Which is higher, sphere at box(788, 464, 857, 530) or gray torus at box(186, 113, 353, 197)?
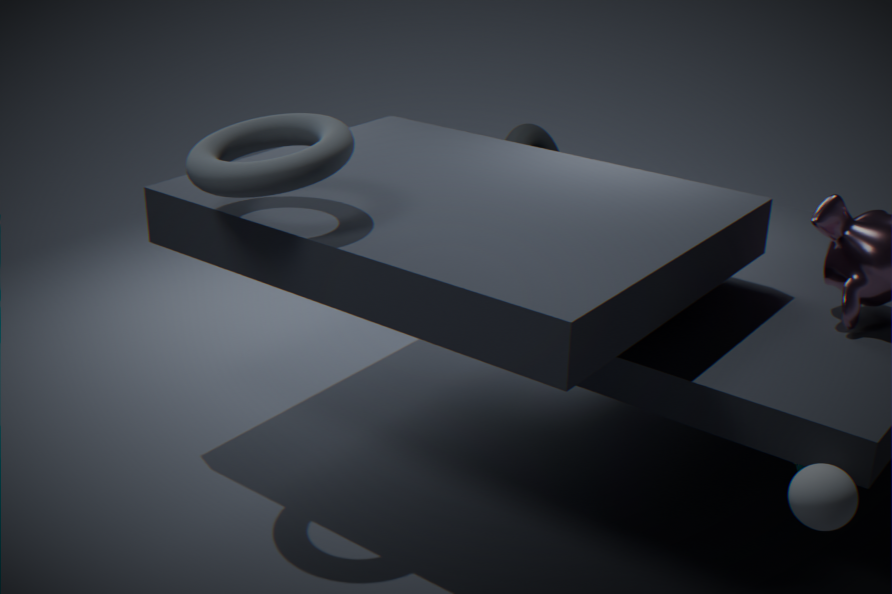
gray torus at box(186, 113, 353, 197)
